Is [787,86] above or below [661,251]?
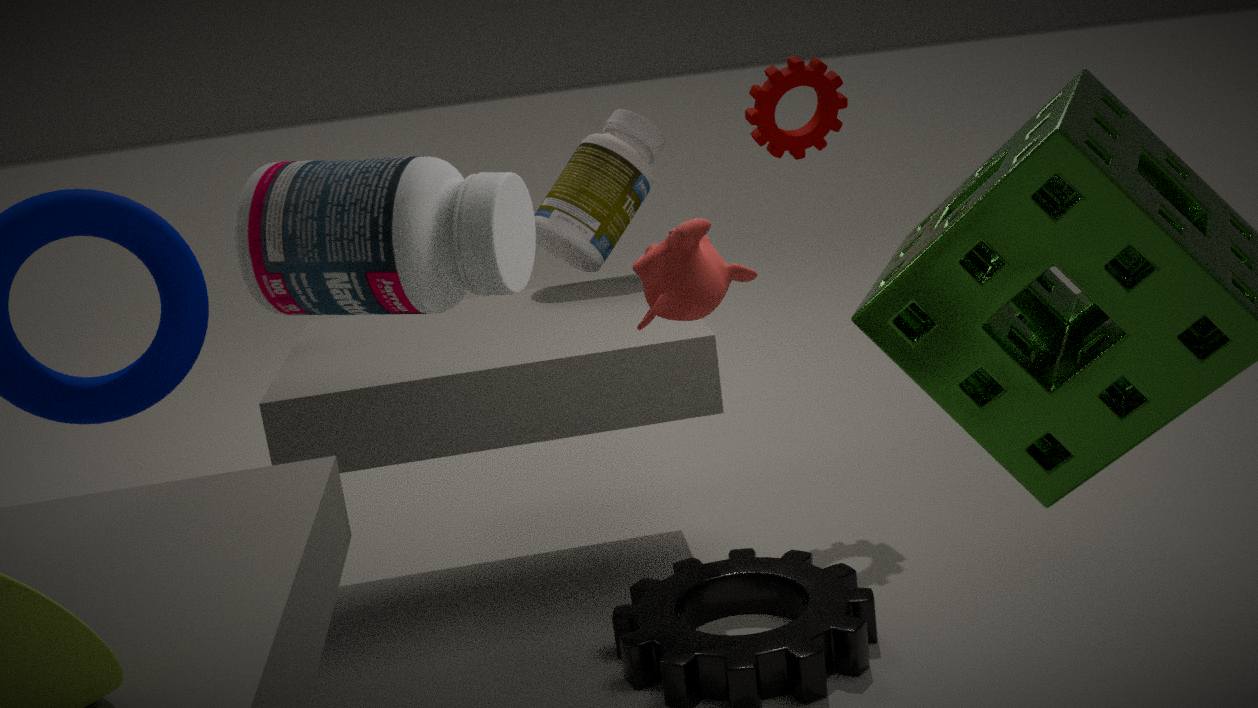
above
